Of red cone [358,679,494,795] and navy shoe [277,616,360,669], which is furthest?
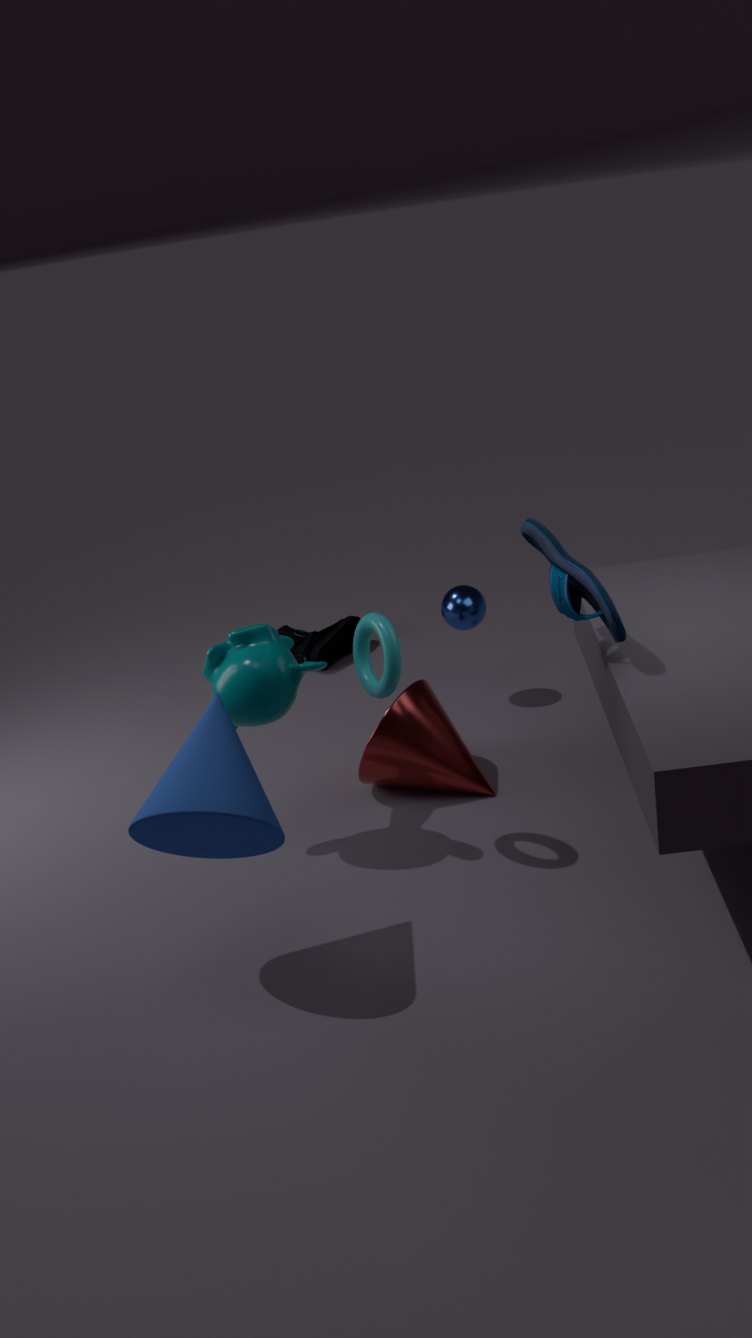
navy shoe [277,616,360,669]
